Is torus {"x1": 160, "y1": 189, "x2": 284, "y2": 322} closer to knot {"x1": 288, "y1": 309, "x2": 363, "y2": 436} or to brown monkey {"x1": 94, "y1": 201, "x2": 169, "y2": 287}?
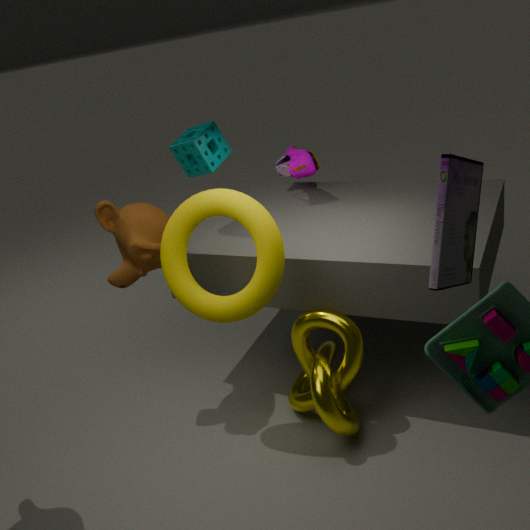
brown monkey {"x1": 94, "y1": 201, "x2": 169, "y2": 287}
